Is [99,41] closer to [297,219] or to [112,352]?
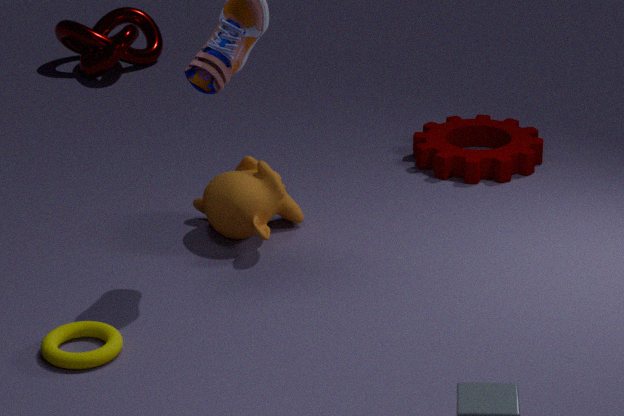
[297,219]
